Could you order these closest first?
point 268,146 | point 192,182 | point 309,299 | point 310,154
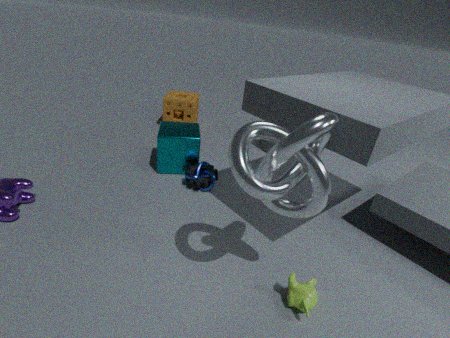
point 310,154
point 309,299
point 192,182
point 268,146
